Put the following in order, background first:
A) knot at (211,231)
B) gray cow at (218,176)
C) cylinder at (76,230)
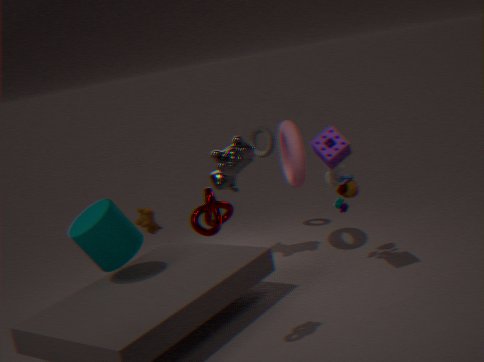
gray cow at (218,176) → cylinder at (76,230) → knot at (211,231)
